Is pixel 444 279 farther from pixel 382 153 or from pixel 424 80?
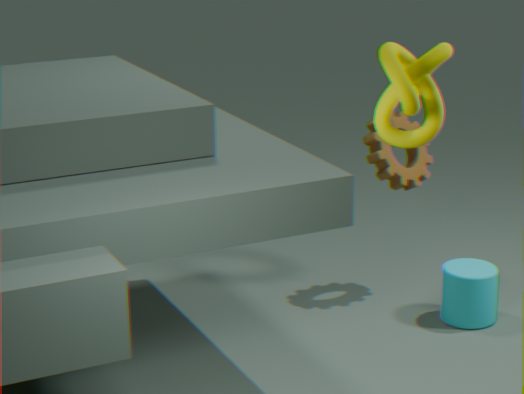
pixel 424 80
